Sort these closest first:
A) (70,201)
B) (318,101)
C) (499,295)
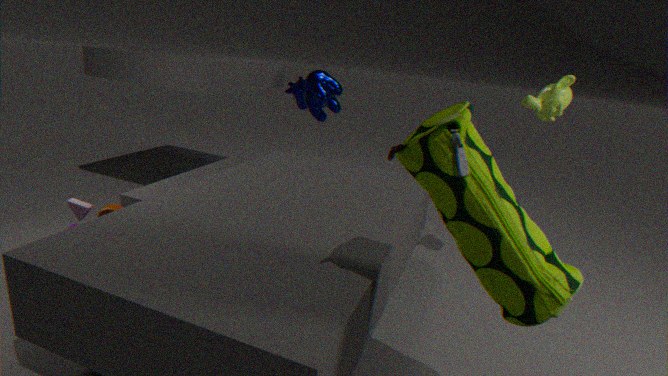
(499,295), (70,201), (318,101)
